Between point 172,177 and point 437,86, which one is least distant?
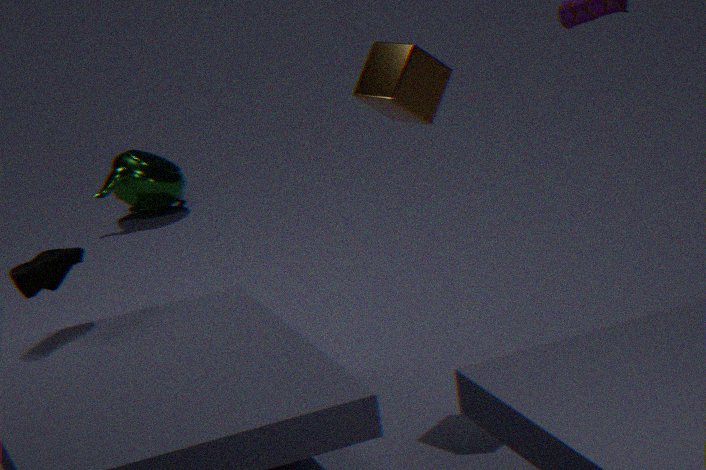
point 437,86
